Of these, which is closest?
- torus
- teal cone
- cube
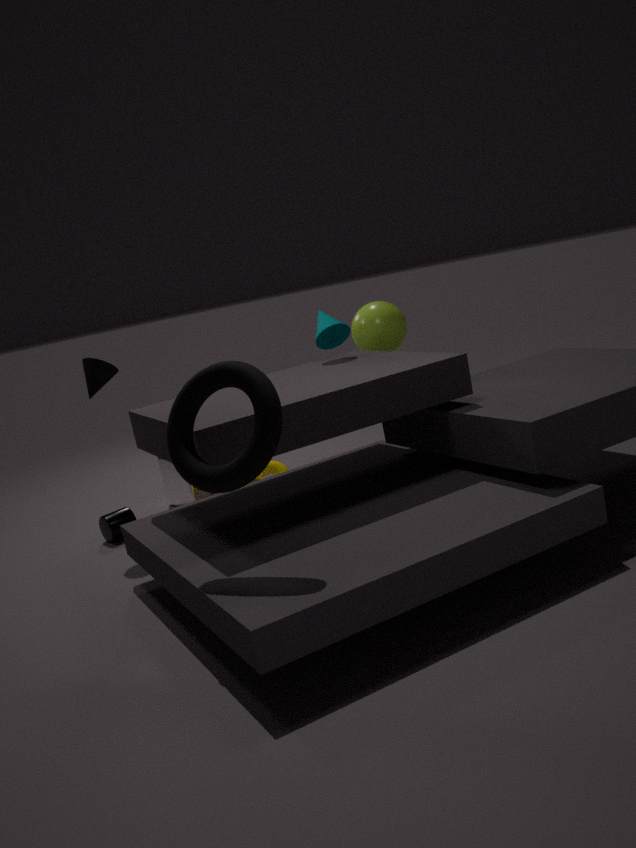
torus
